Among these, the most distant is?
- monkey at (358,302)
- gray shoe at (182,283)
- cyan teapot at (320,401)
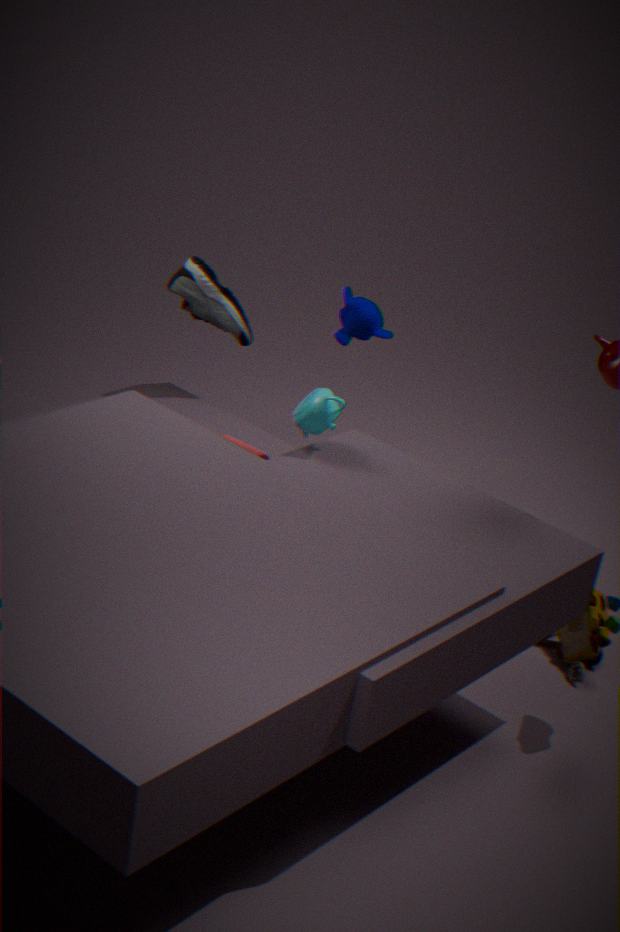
monkey at (358,302)
